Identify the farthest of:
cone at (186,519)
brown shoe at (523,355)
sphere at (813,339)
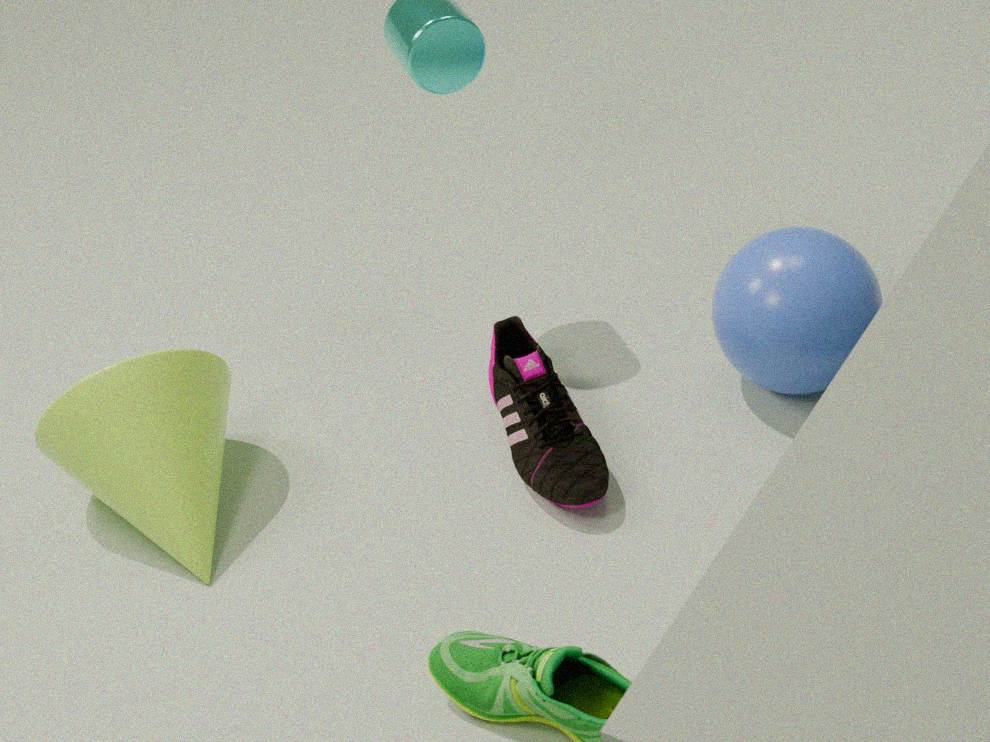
sphere at (813,339)
